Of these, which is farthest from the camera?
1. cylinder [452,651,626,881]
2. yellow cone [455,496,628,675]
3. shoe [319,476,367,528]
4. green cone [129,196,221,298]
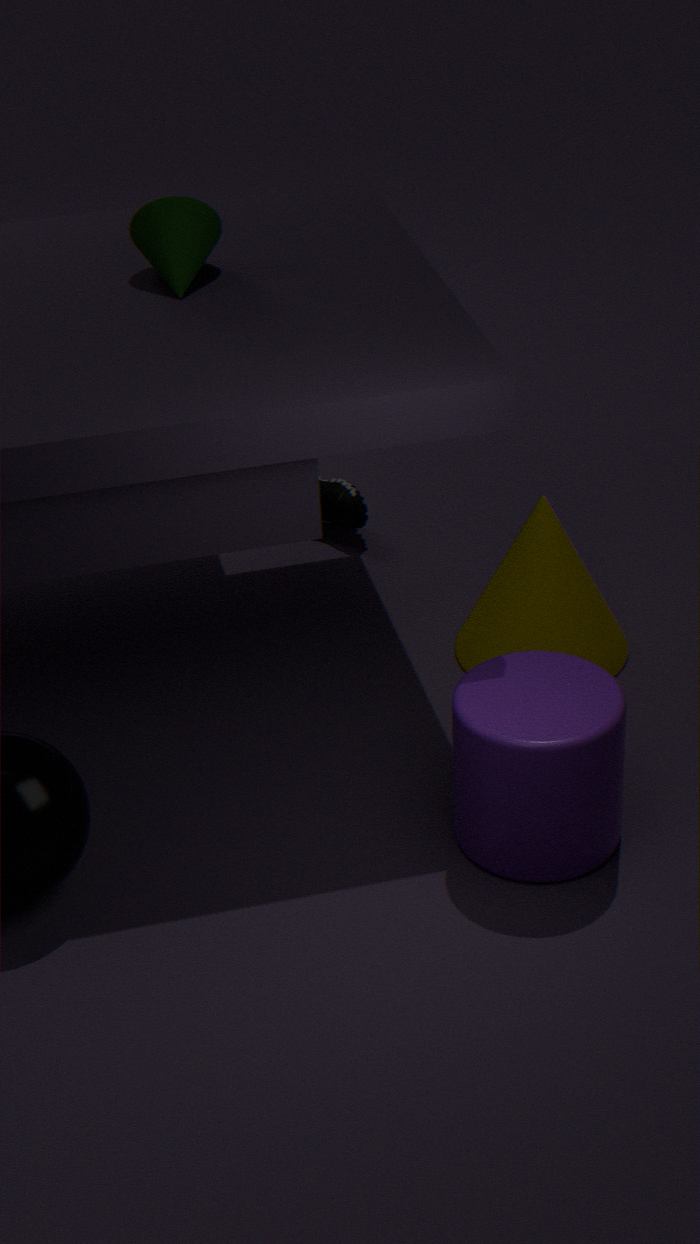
shoe [319,476,367,528]
